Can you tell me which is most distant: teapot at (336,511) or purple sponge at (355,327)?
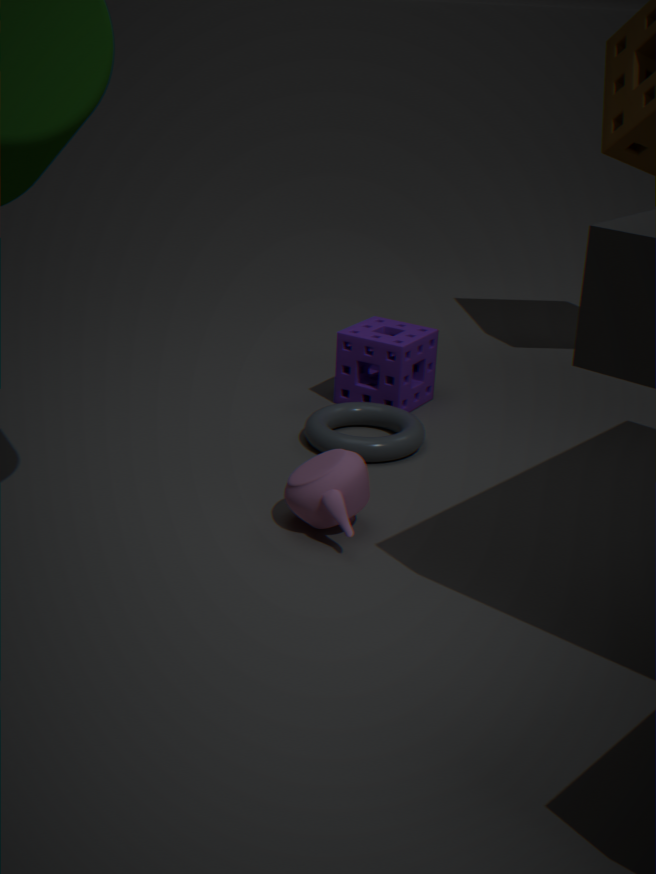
purple sponge at (355,327)
